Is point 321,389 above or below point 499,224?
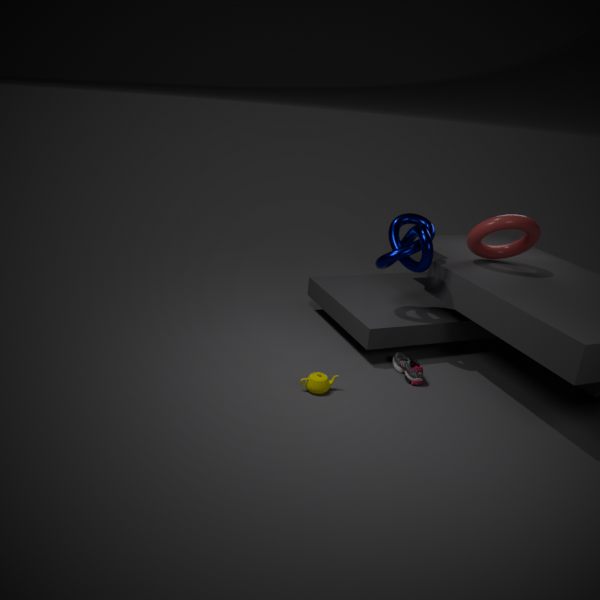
below
